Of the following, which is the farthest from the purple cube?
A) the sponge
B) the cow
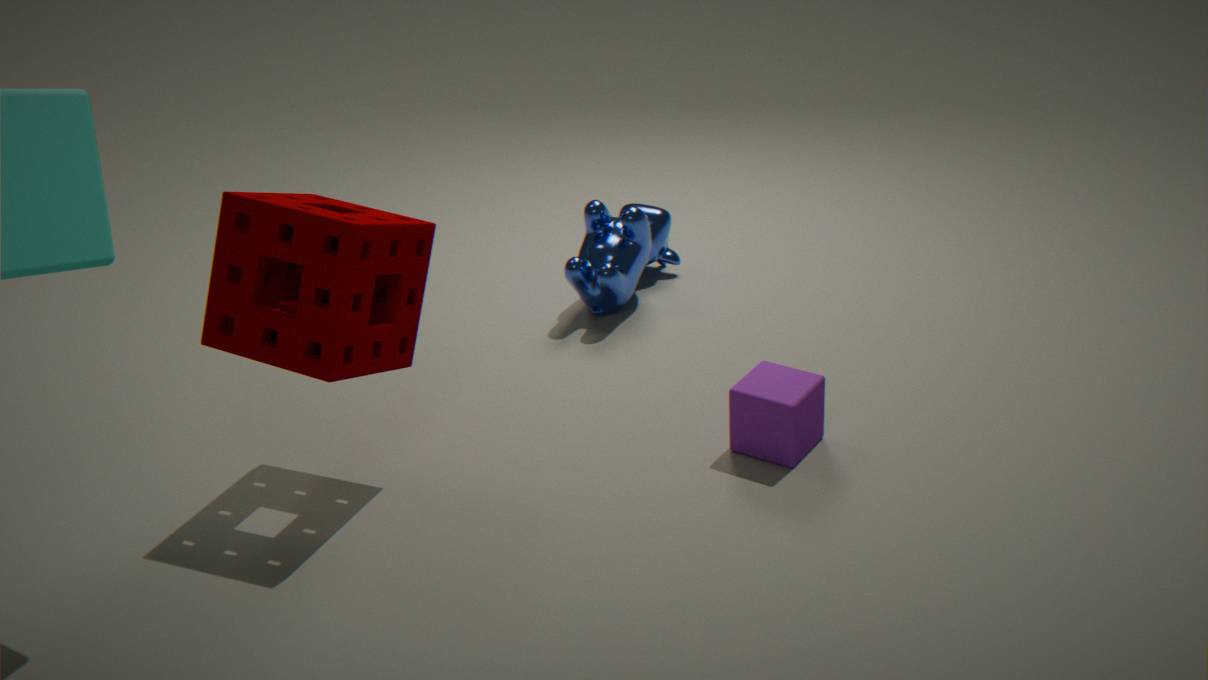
the sponge
